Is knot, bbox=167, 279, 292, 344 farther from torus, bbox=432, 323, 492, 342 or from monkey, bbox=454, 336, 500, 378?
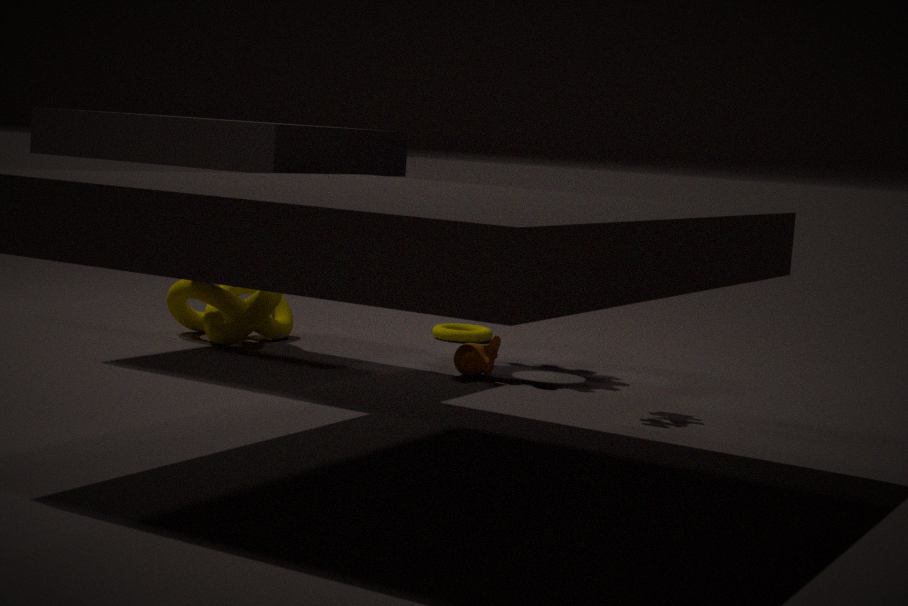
monkey, bbox=454, 336, 500, 378
